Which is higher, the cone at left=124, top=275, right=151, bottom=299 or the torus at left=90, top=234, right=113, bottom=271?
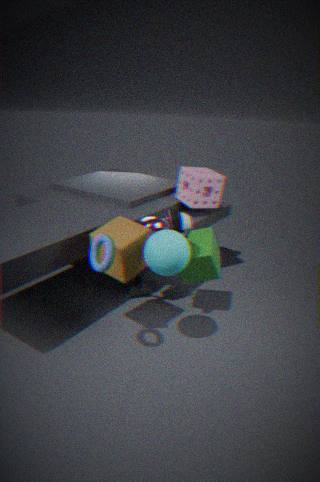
the torus at left=90, top=234, right=113, bottom=271
